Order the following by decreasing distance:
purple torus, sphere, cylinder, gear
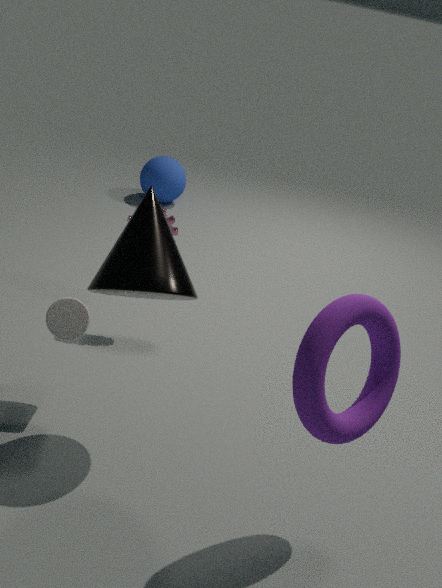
1. sphere
2. gear
3. cylinder
4. purple torus
